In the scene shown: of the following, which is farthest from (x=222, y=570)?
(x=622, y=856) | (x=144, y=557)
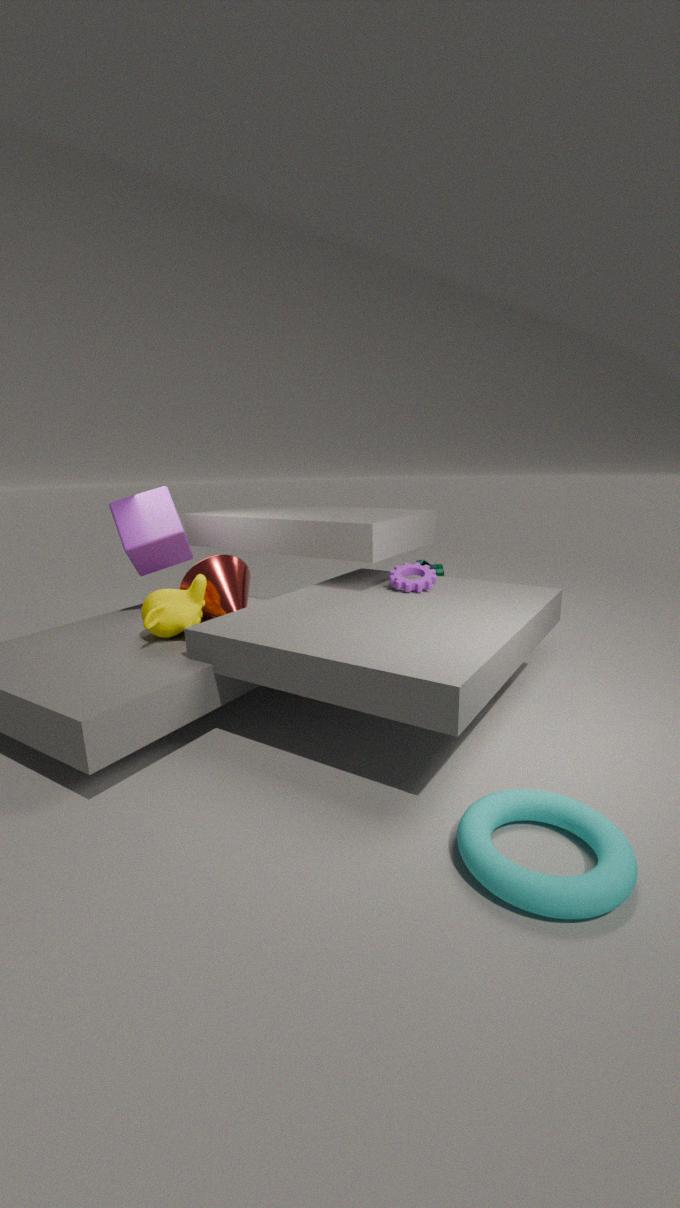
(x=622, y=856)
